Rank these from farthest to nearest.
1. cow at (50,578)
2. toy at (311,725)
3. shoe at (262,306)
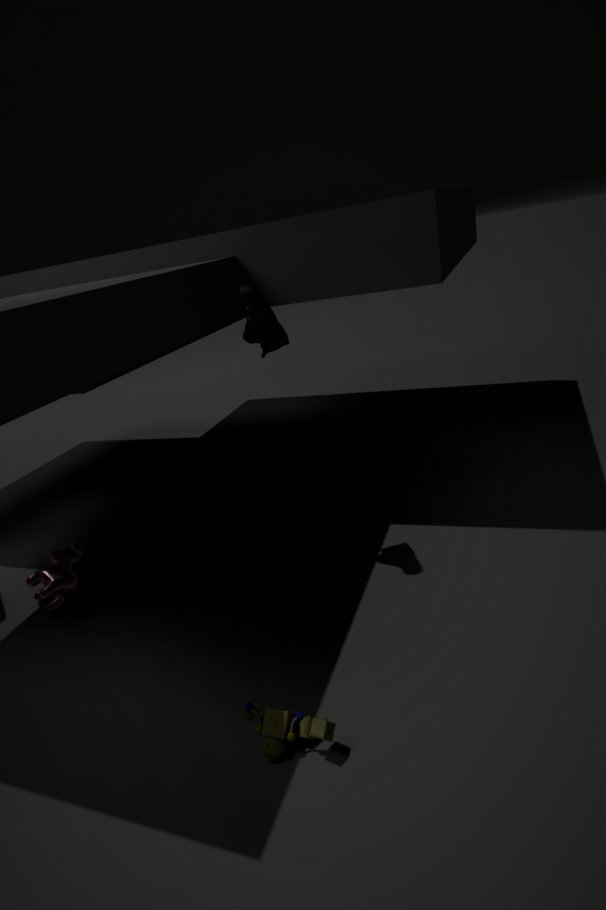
cow at (50,578)
shoe at (262,306)
toy at (311,725)
